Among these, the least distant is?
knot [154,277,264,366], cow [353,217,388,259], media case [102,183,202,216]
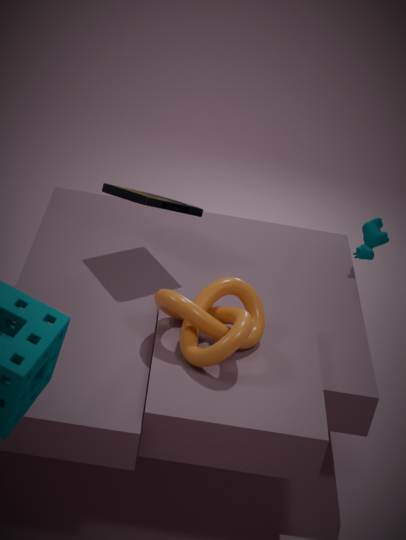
knot [154,277,264,366]
